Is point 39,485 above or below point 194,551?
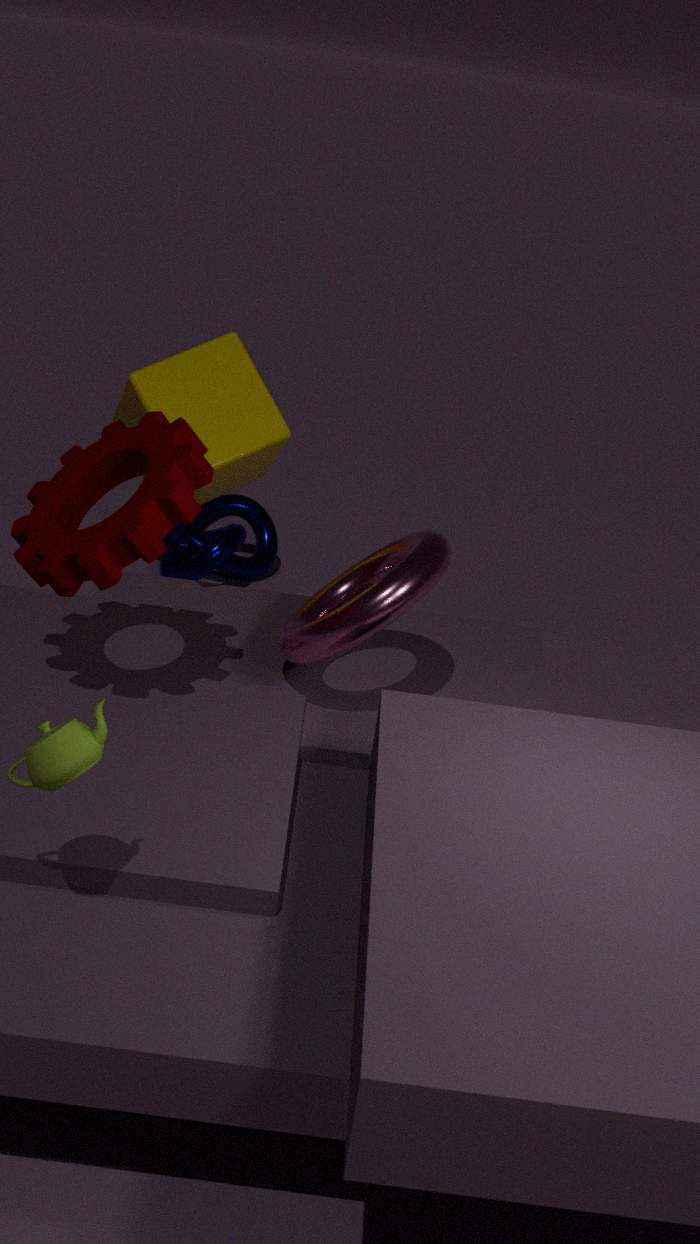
above
